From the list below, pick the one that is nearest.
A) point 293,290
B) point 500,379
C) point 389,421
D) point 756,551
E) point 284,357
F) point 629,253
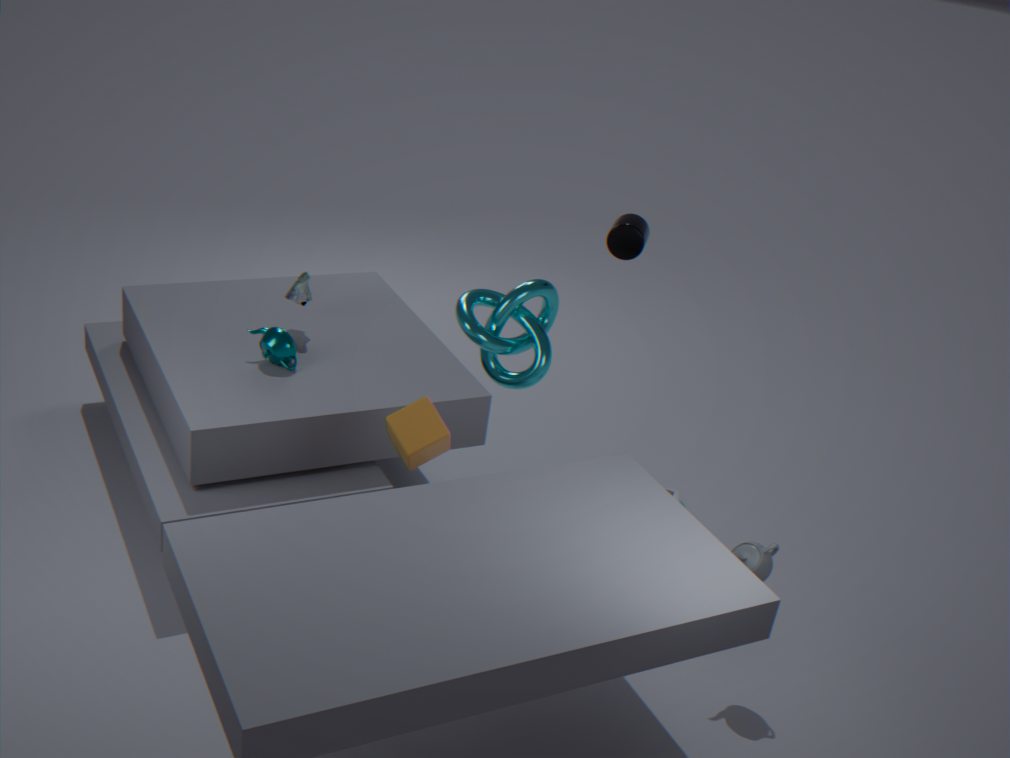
point 389,421
